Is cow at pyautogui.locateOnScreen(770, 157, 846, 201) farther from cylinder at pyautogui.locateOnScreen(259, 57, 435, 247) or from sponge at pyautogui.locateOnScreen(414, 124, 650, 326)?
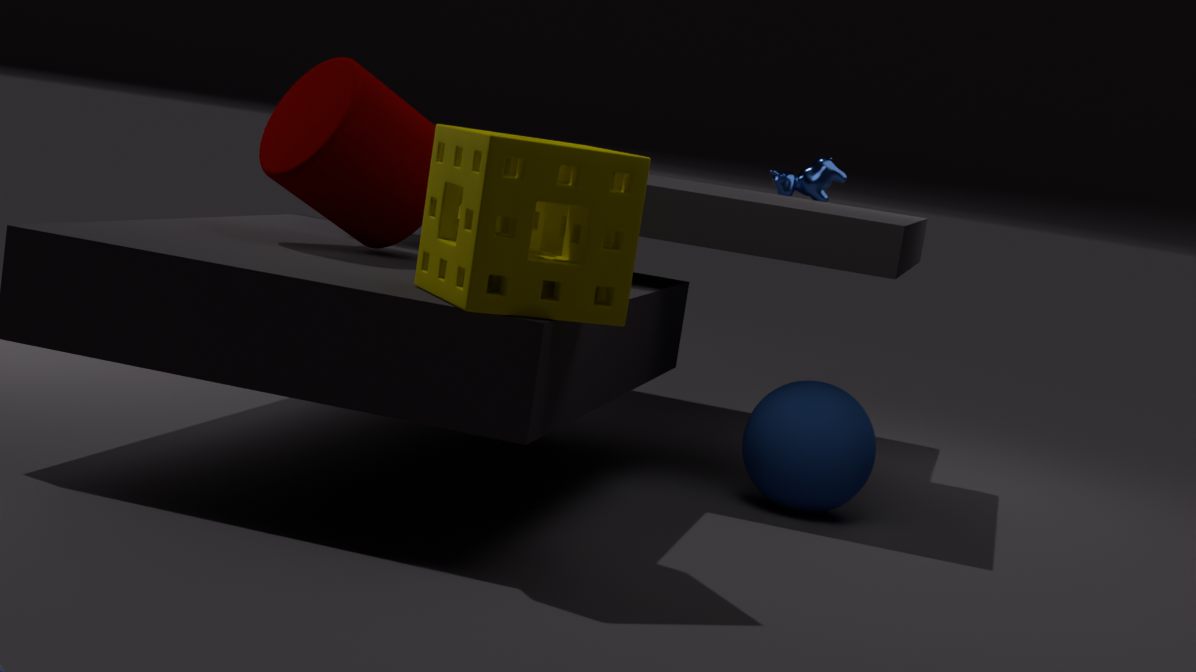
sponge at pyautogui.locateOnScreen(414, 124, 650, 326)
